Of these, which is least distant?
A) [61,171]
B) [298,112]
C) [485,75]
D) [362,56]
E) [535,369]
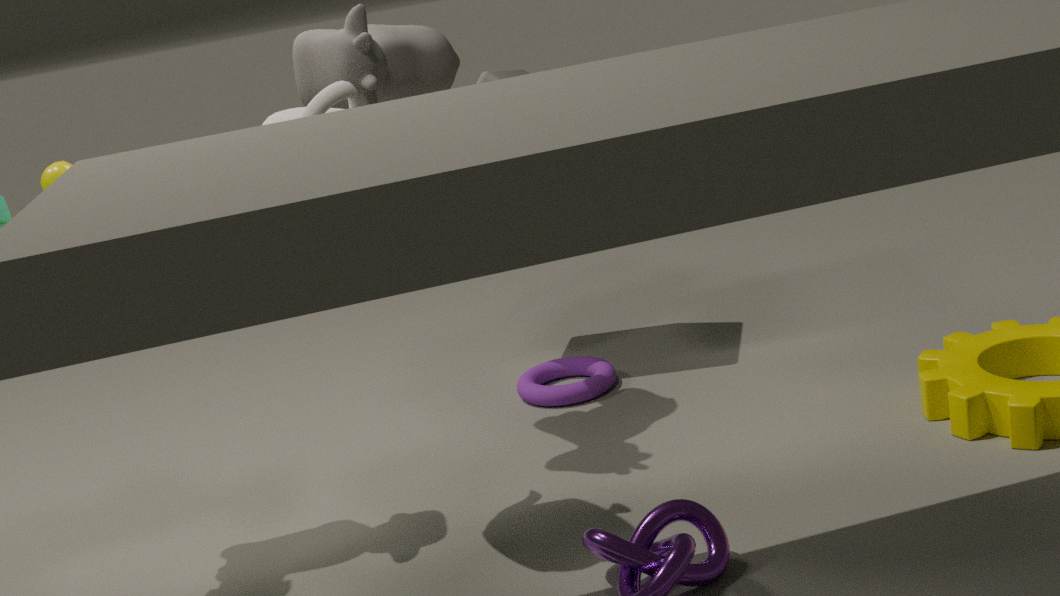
B. [298,112]
